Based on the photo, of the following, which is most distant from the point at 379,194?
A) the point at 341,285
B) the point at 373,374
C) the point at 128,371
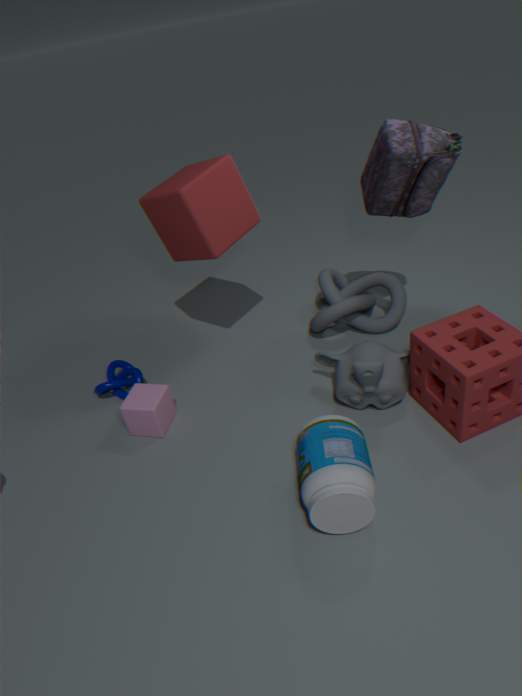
the point at 128,371
